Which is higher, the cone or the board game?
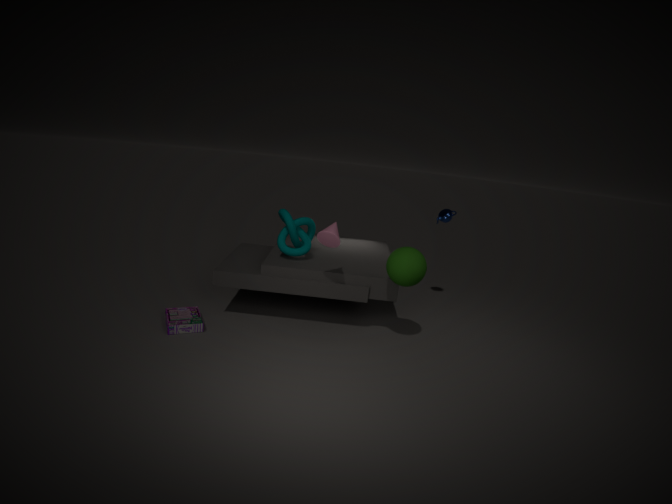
the cone
